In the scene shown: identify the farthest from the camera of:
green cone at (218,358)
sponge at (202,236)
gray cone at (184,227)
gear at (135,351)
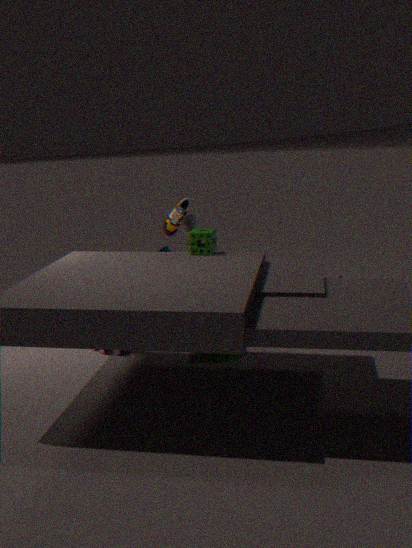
gray cone at (184,227)
